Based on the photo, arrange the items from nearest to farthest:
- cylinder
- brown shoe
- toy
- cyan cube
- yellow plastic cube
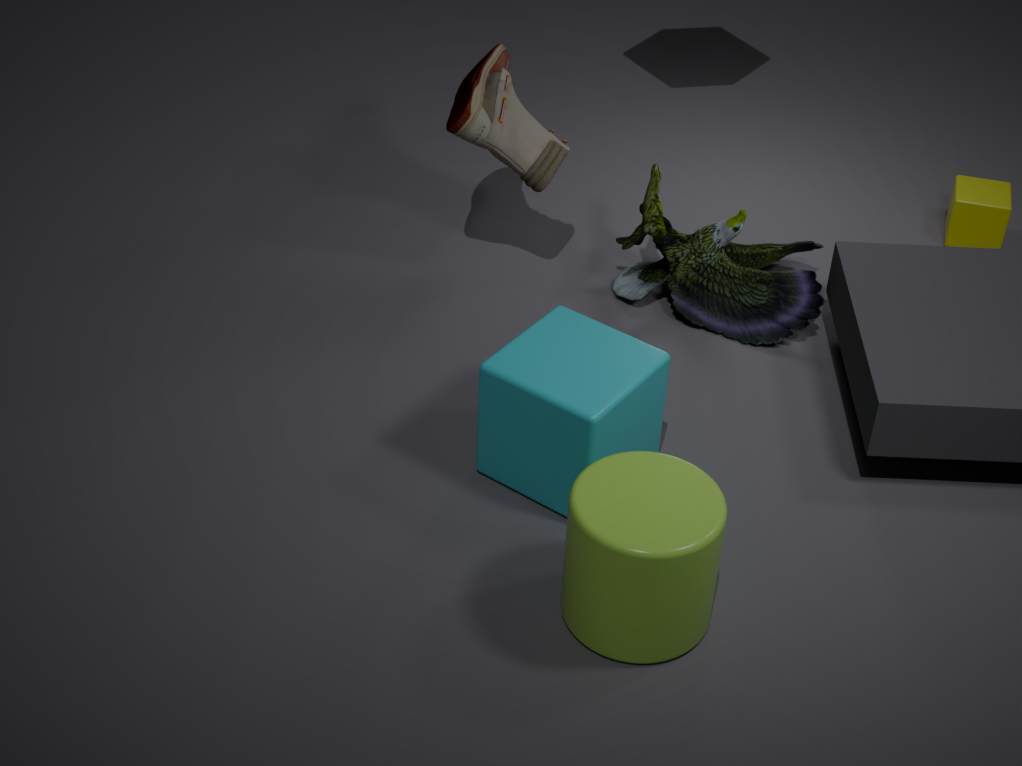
1. cylinder
2. cyan cube
3. brown shoe
4. toy
5. yellow plastic cube
